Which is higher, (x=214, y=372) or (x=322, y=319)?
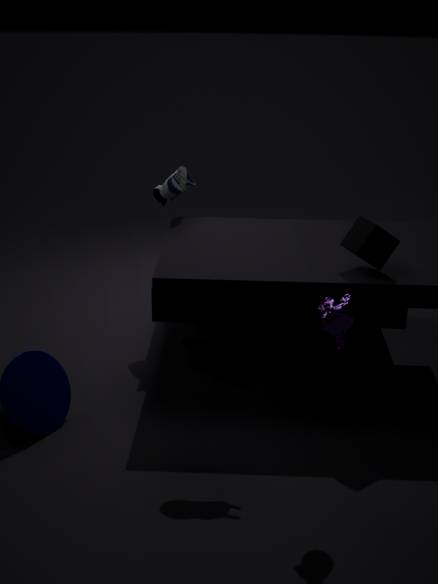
(x=322, y=319)
